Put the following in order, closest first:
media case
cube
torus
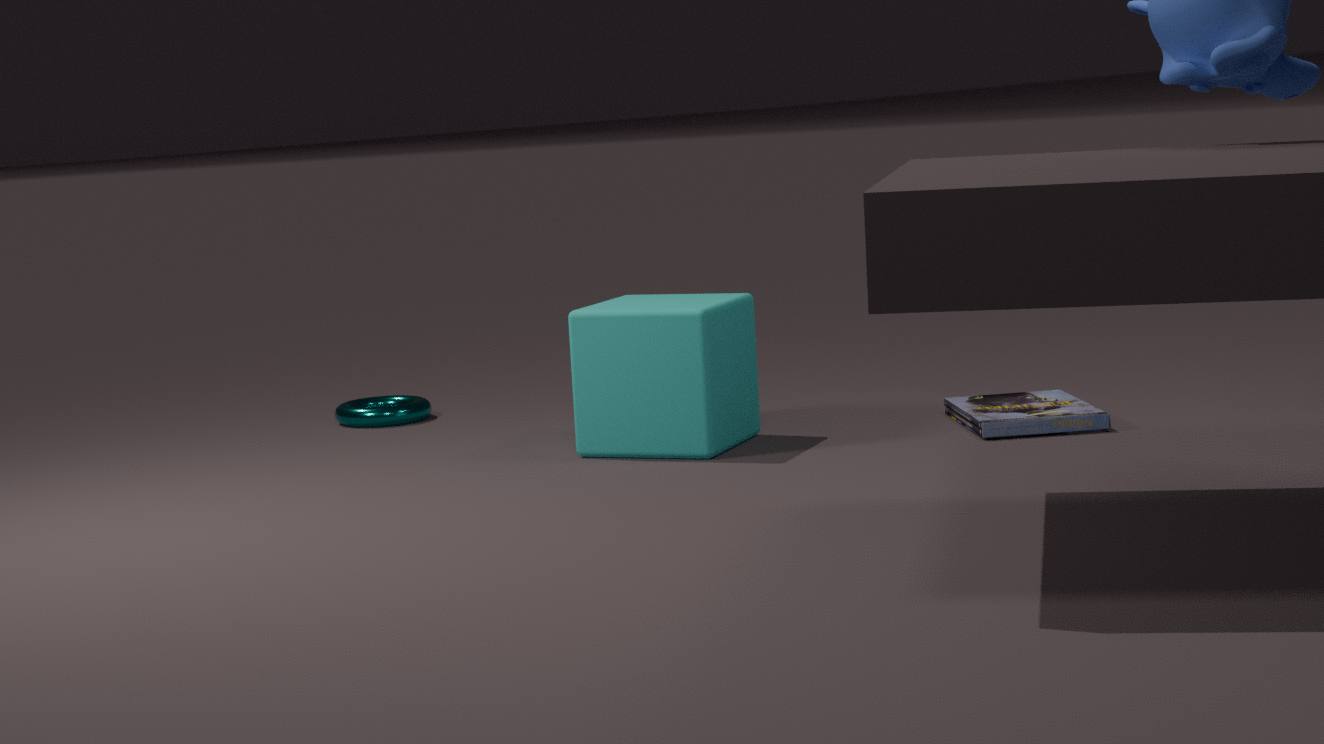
cube → media case → torus
